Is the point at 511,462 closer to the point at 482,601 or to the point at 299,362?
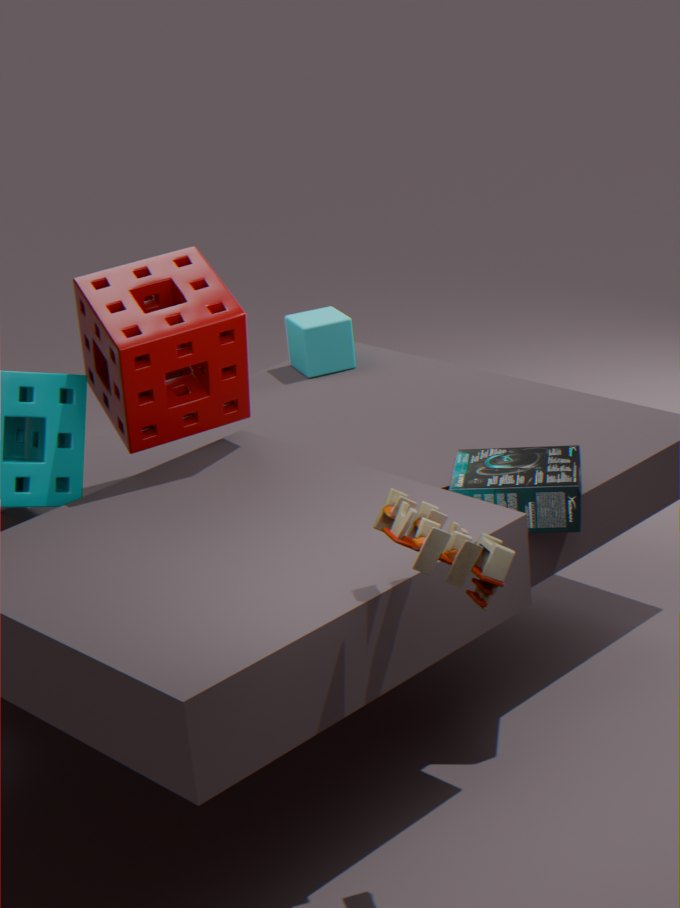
the point at 482,601
